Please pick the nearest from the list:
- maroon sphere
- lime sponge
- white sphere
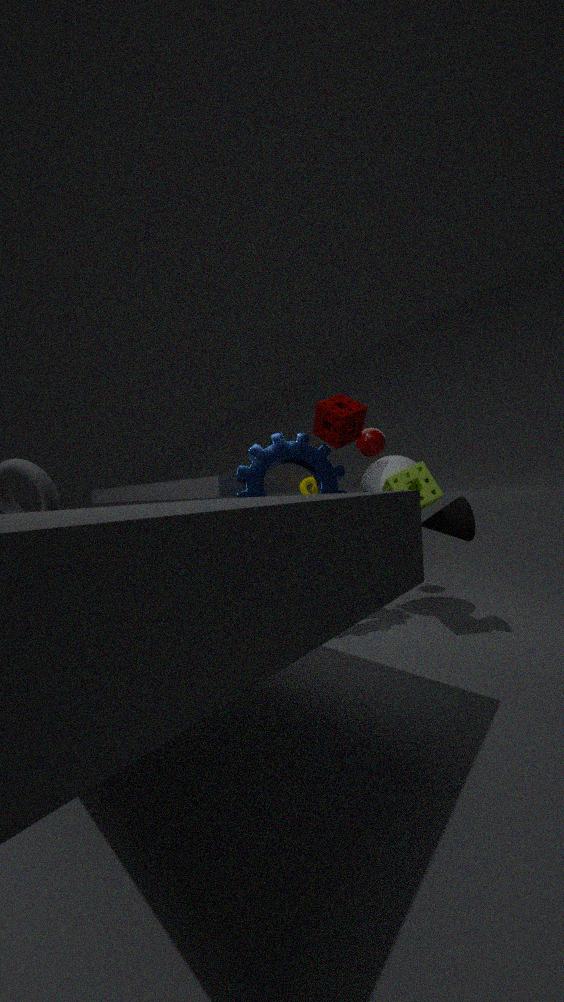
lime sponge
